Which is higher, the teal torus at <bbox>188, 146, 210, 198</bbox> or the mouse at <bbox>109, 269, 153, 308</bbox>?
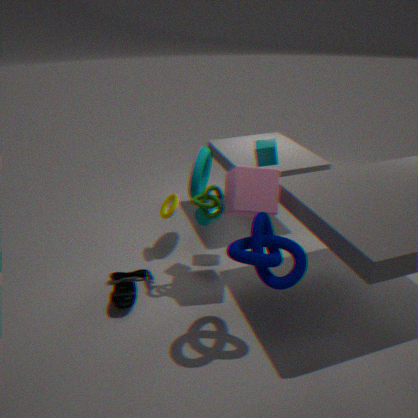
the teal torus at <bbox>188, 146, 210, 198</bbox>
